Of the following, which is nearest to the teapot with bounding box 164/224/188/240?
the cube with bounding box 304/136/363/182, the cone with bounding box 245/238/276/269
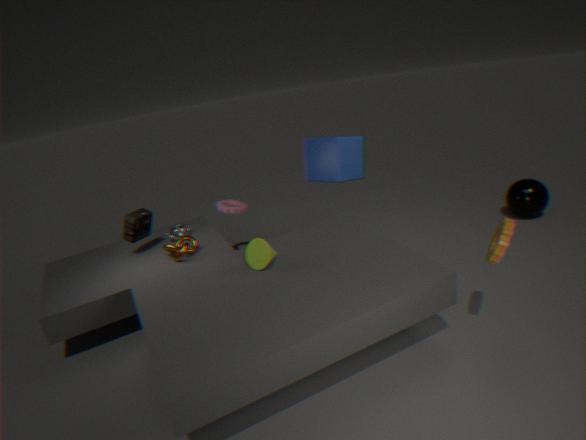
the cone with bounding box 245/238/276/269
